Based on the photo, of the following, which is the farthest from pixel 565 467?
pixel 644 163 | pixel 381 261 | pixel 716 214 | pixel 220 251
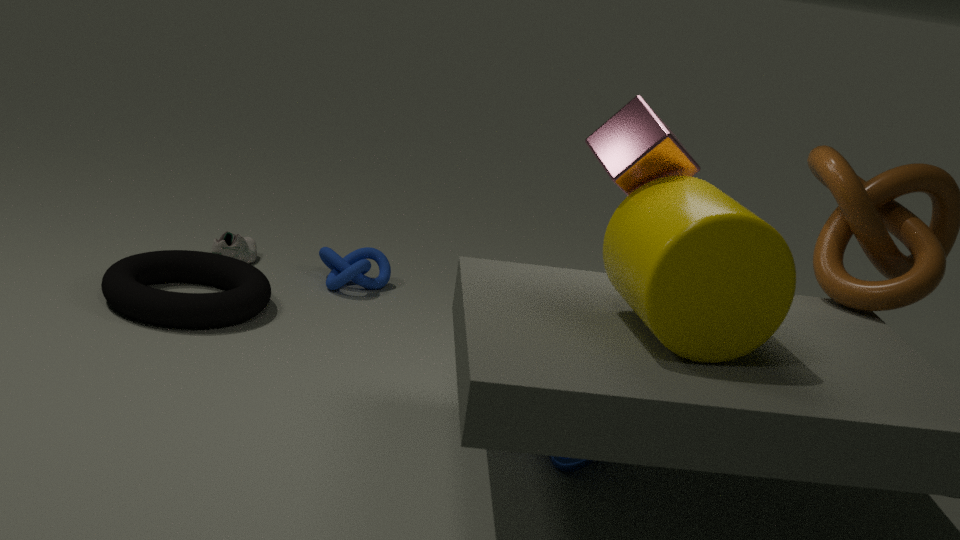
pixel 220 251
